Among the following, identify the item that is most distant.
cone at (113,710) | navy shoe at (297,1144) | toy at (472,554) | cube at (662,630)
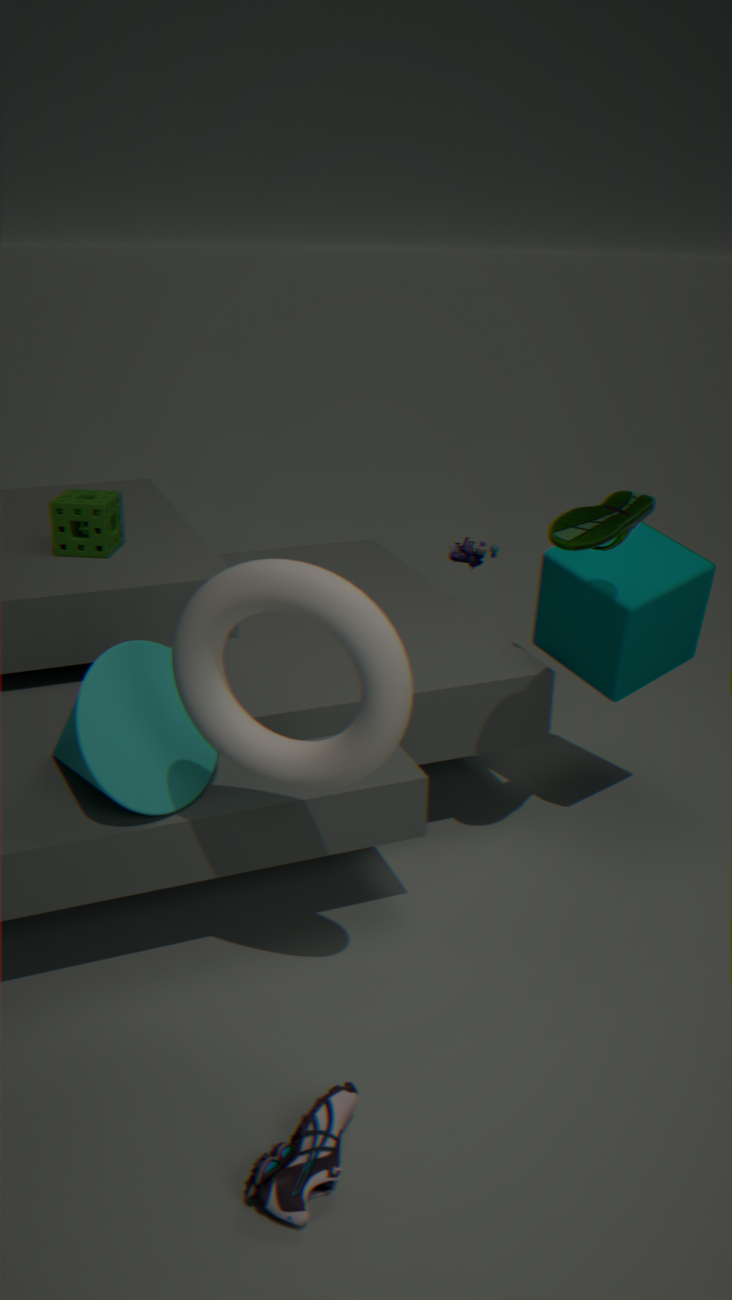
toy at (472,554)
